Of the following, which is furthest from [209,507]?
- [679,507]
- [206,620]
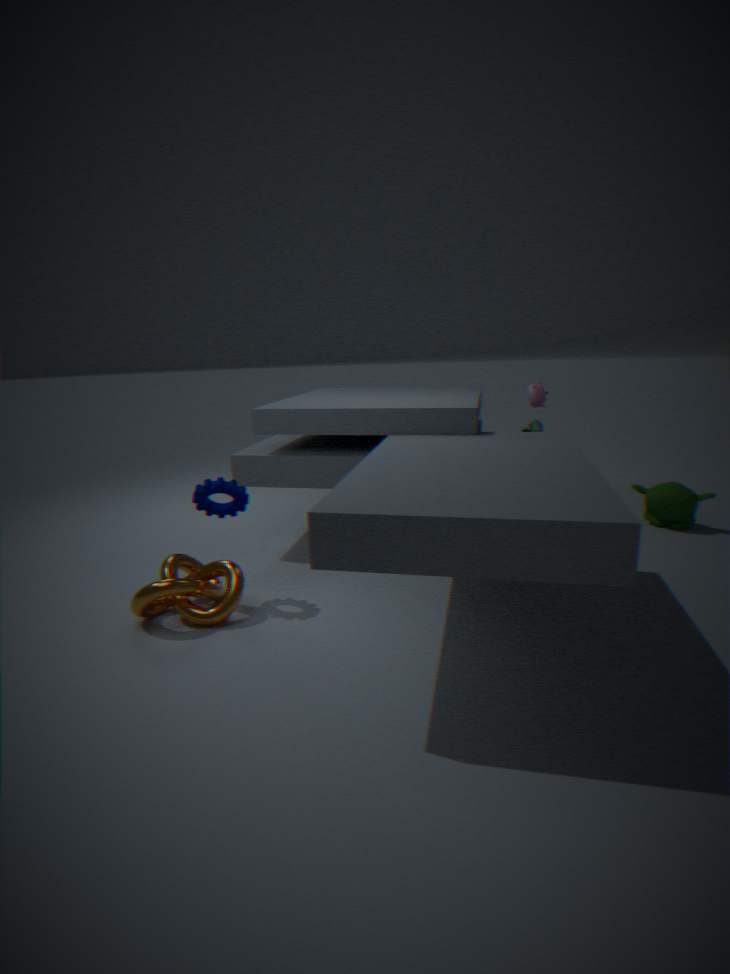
[679,507]
